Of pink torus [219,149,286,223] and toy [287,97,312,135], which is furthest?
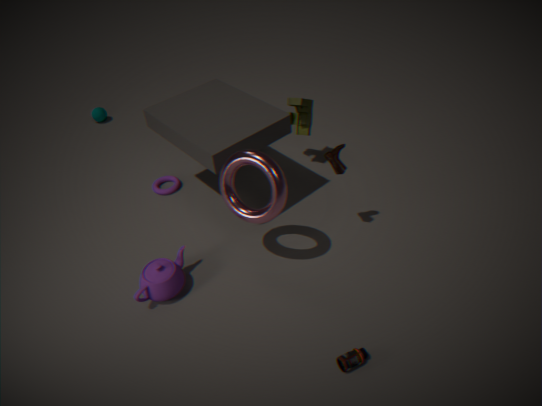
toy [287,97,312,135]
